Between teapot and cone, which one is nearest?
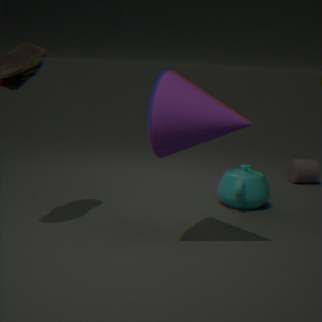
cone
